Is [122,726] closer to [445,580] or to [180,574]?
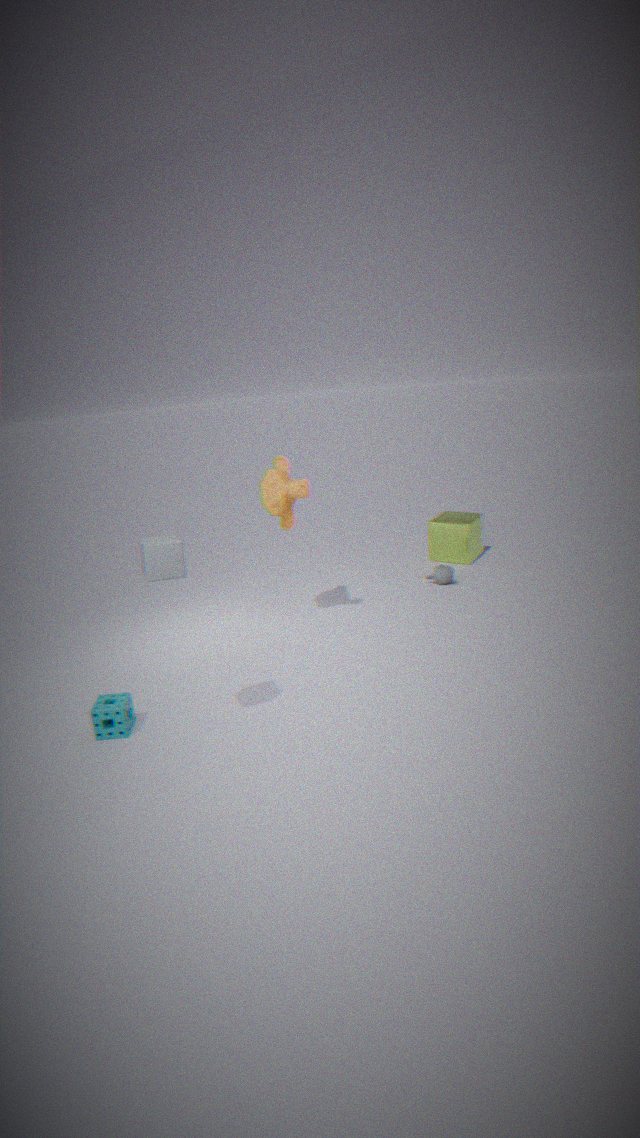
[180,574]
